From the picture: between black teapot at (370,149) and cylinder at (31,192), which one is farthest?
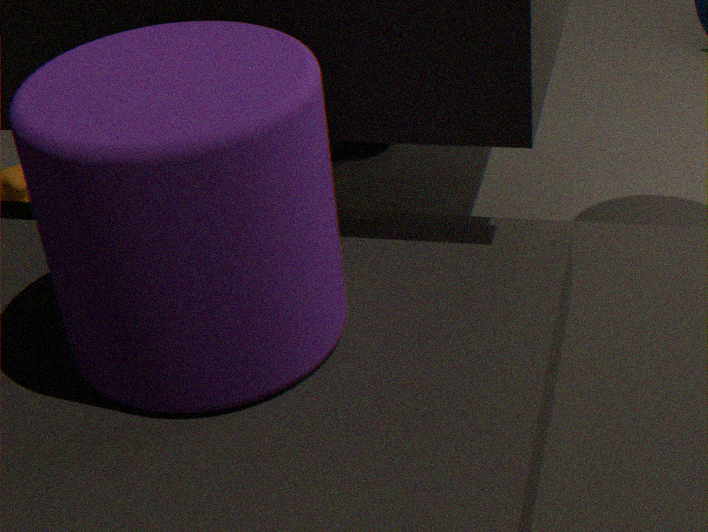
black teapot at (370,149)
